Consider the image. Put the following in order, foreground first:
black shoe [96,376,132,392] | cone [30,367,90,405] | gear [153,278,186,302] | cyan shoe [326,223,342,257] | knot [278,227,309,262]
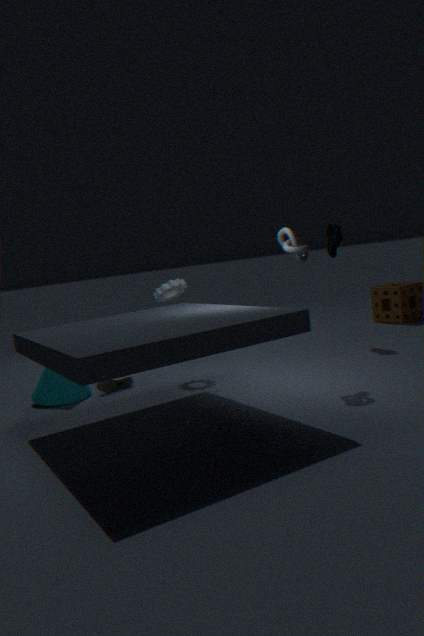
knot [278,227,309,262] → cone [30,367,90,405] → black shoe [96,376,132,392] → gear [153,278,186,302] → cyan shoe [326,223,342,257]
